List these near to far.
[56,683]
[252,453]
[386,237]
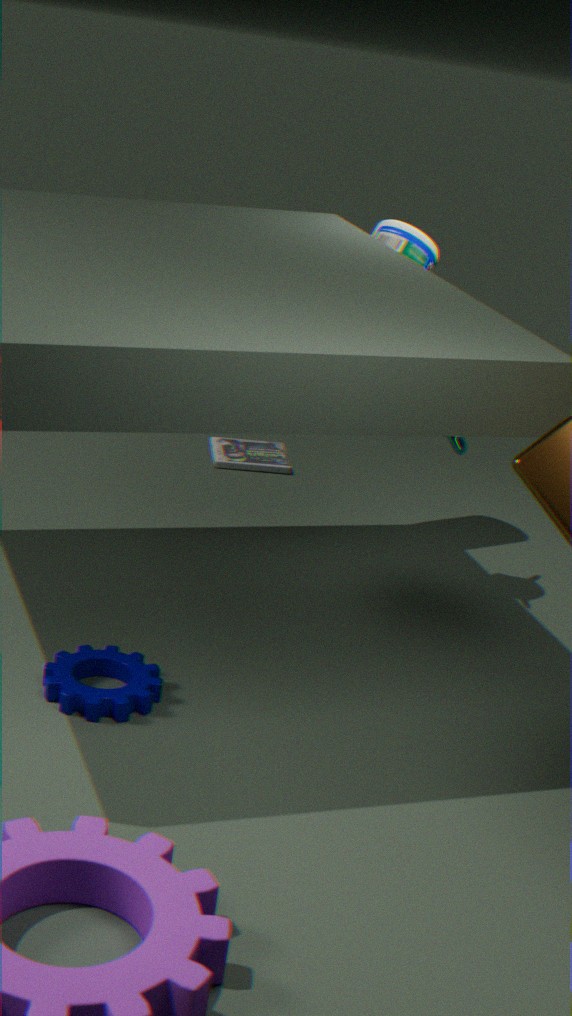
[56,683]
[386,237]
[252,453]
